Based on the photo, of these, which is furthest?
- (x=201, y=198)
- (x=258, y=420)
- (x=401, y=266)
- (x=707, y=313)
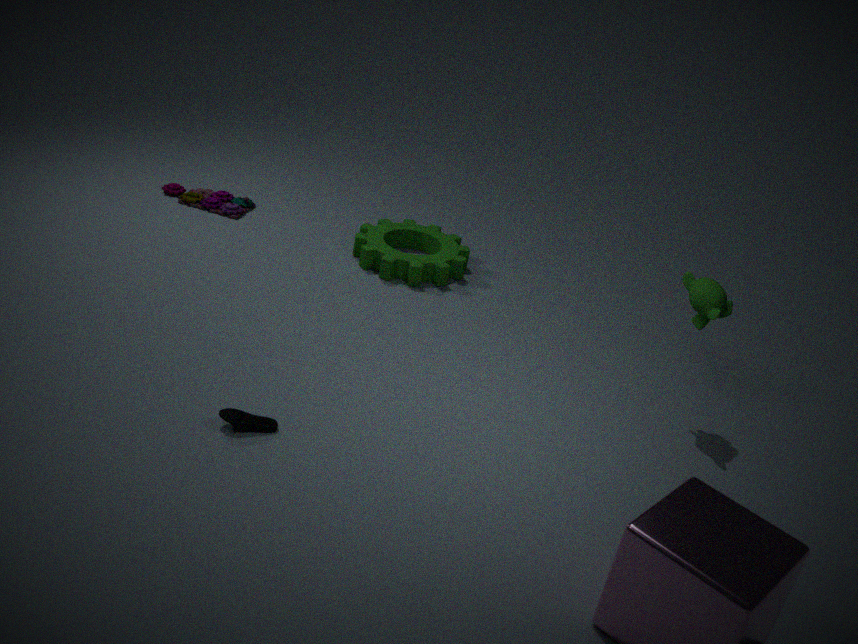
(x=201, y=198)
